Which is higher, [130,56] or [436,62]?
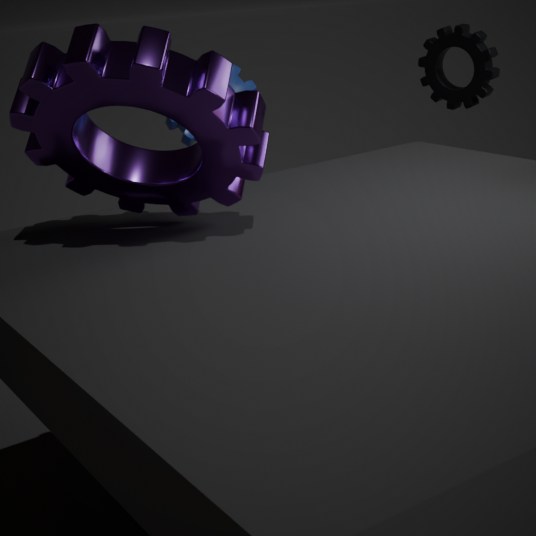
[130,56]
